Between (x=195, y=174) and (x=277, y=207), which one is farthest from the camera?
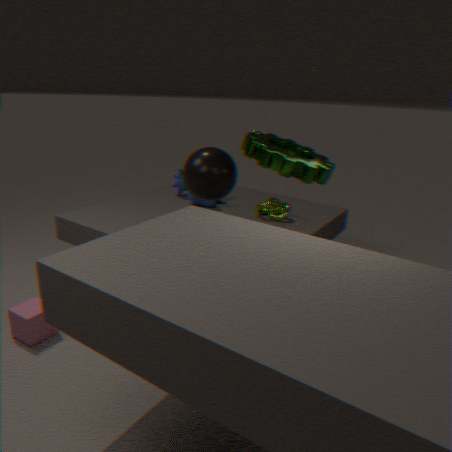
(x=277, y=207)
